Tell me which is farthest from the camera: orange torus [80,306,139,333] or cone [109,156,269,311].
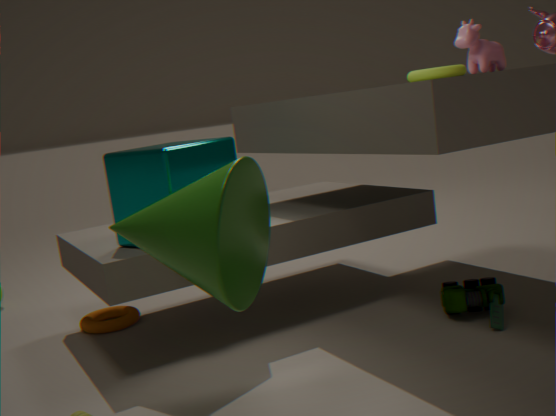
→ orange torus [80,306,139,333]
